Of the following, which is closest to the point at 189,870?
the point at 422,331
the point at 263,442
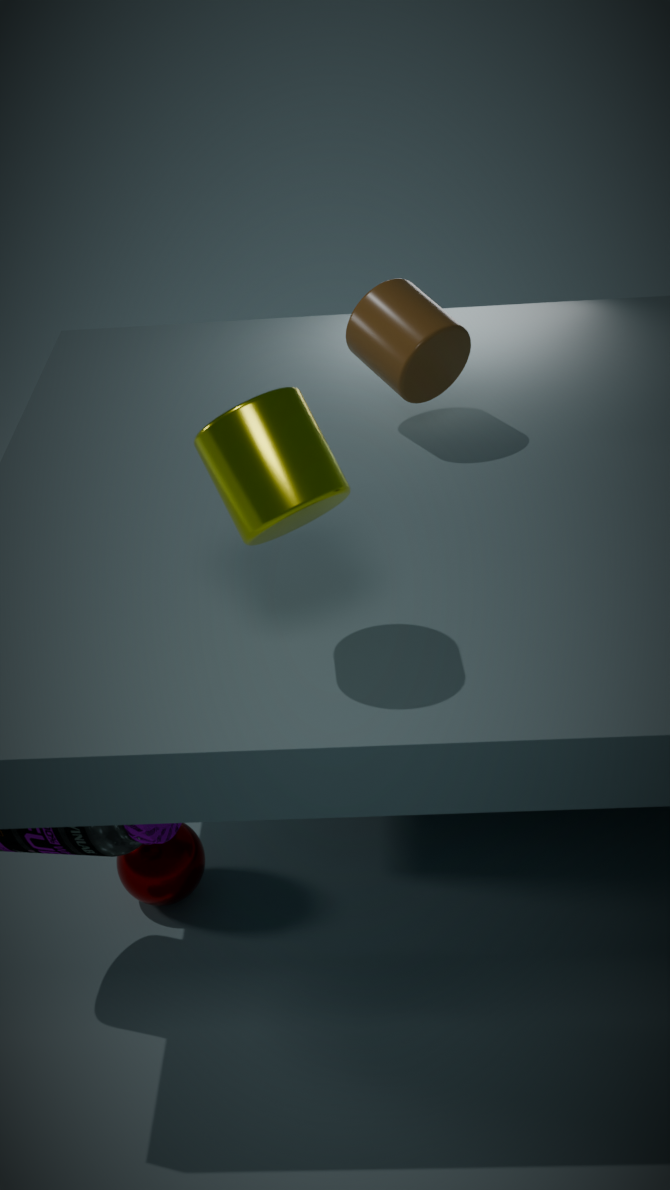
the point at 263,442
